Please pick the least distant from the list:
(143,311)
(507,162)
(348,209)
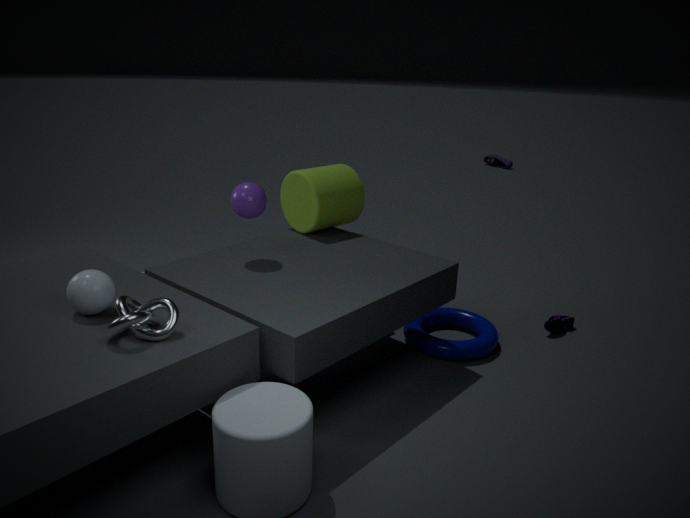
(143,311)
